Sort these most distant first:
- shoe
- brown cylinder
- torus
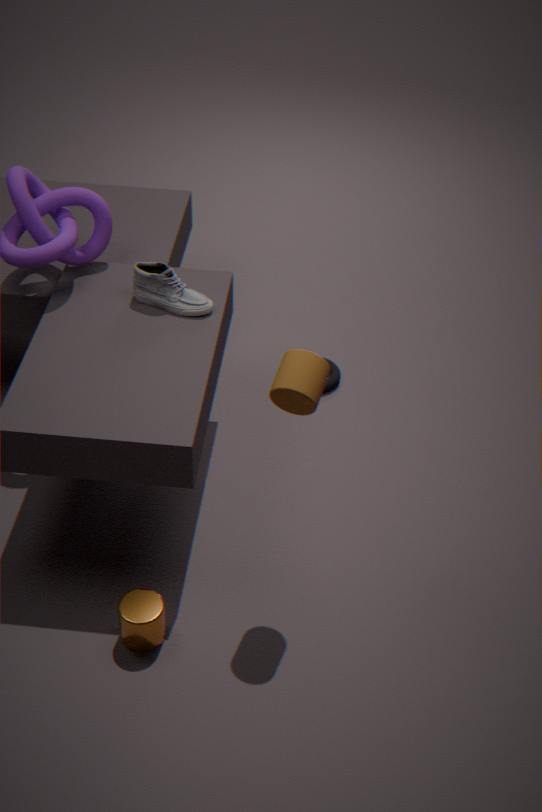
torus, shoe, brown cylinder
